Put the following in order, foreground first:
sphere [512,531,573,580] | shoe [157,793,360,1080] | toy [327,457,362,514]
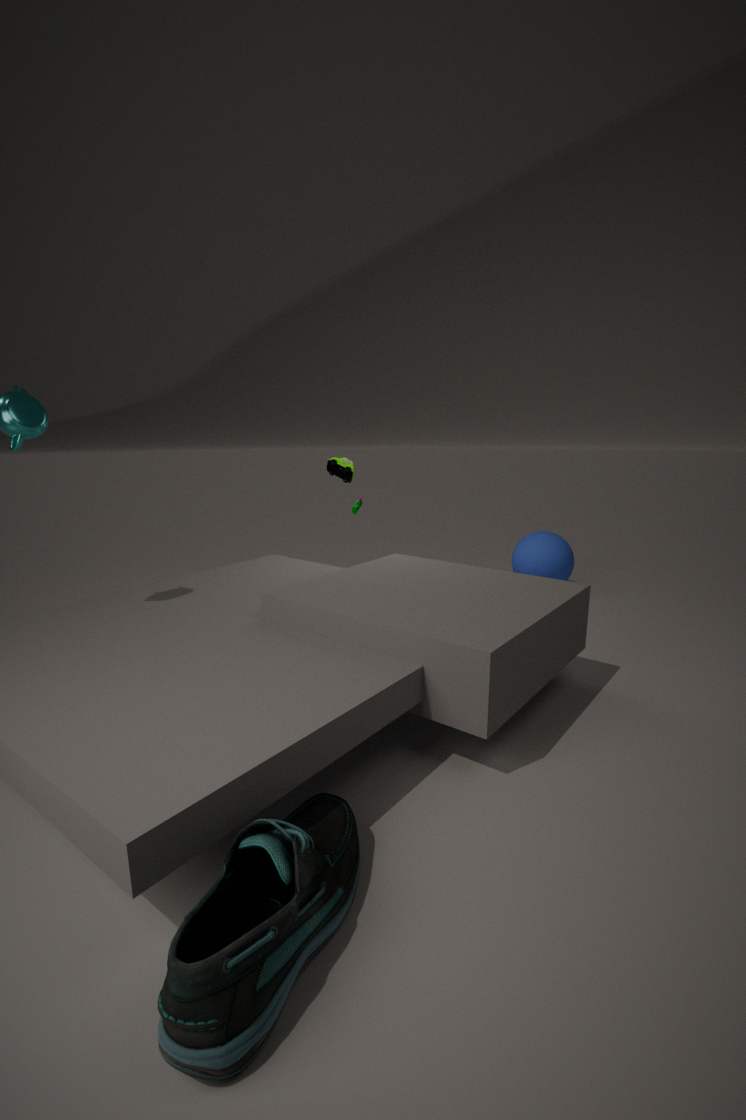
shoe [157,793,360,1080] → toy [327,457,362,514] → sphere [512,531,573,580]
